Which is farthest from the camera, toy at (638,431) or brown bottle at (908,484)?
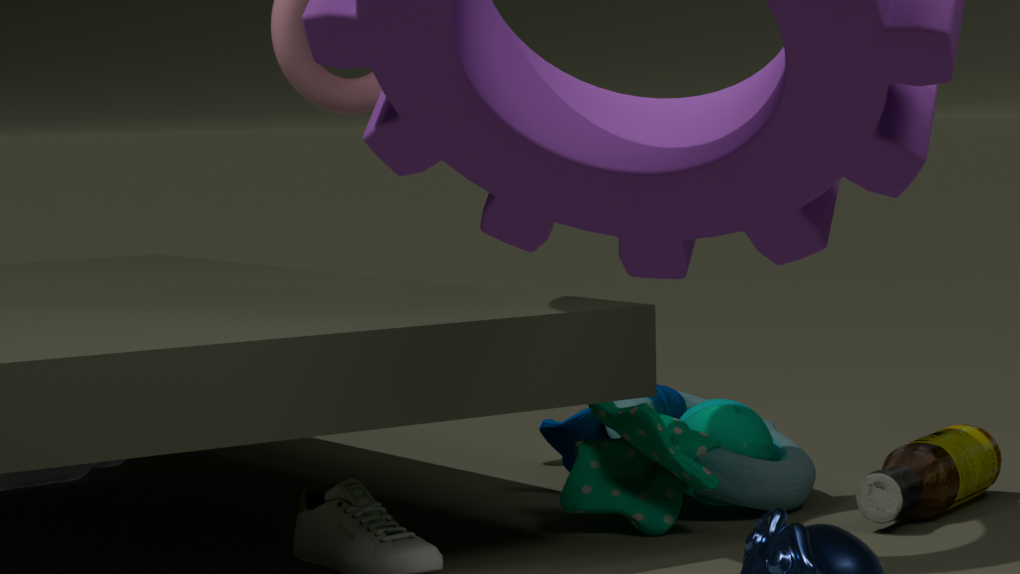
toy at (638,431)
